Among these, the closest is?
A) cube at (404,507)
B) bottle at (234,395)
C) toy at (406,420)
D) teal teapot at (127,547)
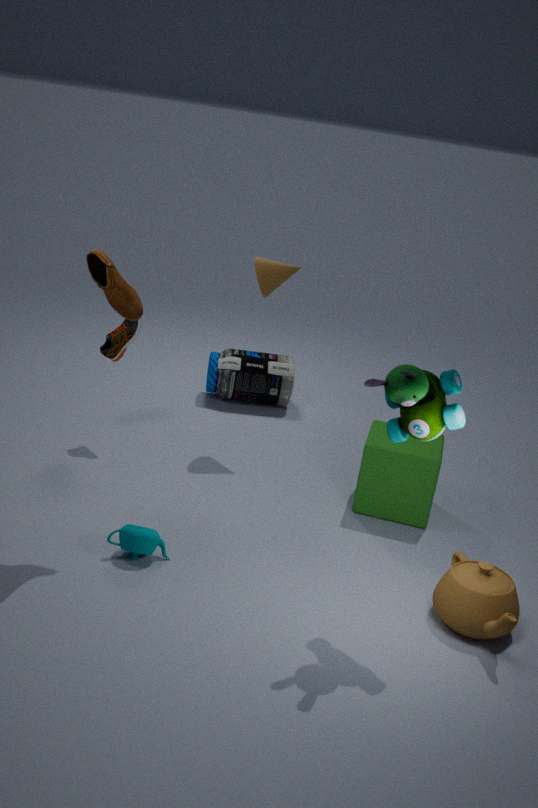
toy at (406,420)
